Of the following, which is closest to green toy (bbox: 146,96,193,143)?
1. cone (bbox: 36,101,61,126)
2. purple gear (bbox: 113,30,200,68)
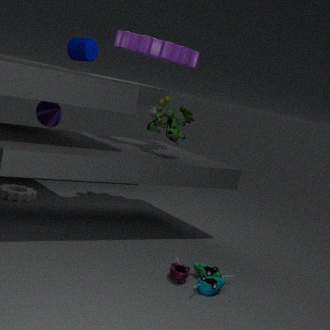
purple gear (bbox: 113,30,200,68)
